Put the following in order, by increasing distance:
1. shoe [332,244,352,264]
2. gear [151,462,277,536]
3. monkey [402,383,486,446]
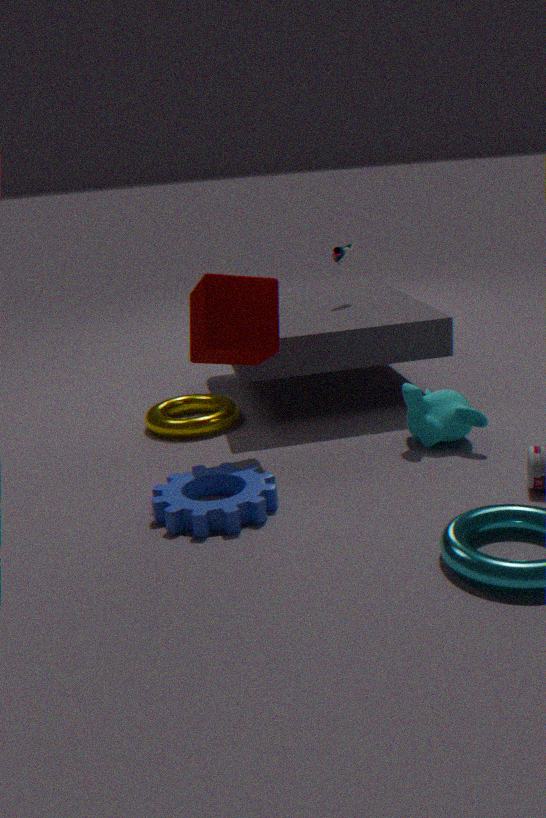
gear [151,462,277,536] < monkey [402,383,486,446] < shoe [332,244,352,264]
